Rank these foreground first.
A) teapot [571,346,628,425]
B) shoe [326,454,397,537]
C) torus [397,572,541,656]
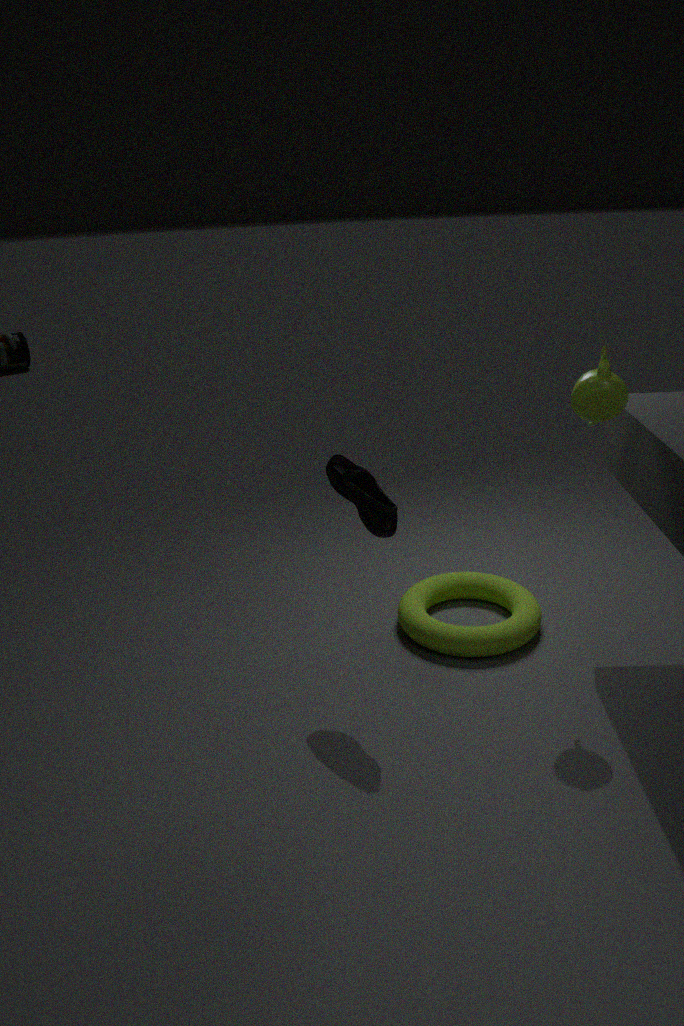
teapot [571,346,628,425] < shoe [326,454,397,537] < torus [397,572,541,656]
